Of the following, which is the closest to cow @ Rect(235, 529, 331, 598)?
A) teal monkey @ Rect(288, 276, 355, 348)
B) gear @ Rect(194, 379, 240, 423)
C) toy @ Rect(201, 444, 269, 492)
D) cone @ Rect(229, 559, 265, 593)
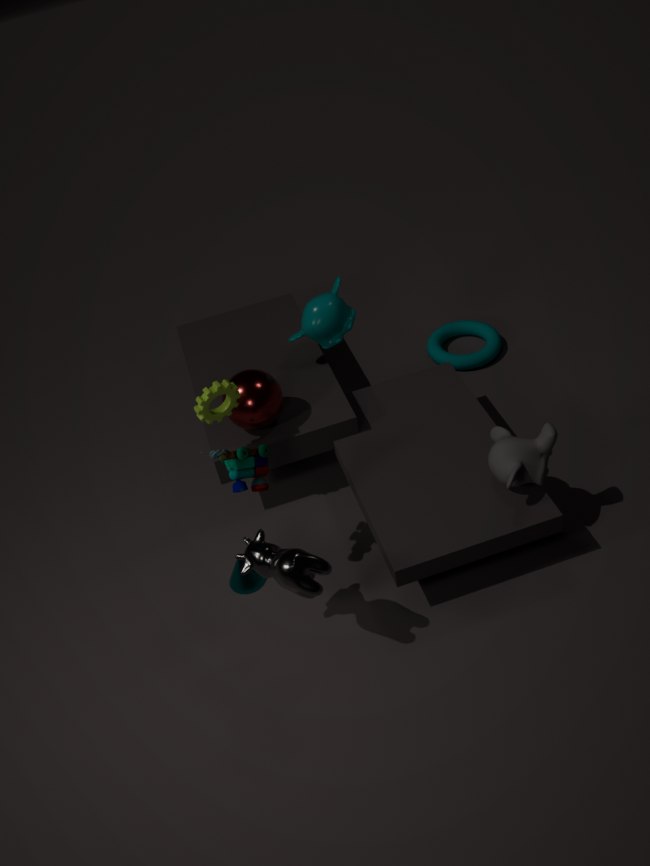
toy @ Rect(201, 444, 269, 492)
